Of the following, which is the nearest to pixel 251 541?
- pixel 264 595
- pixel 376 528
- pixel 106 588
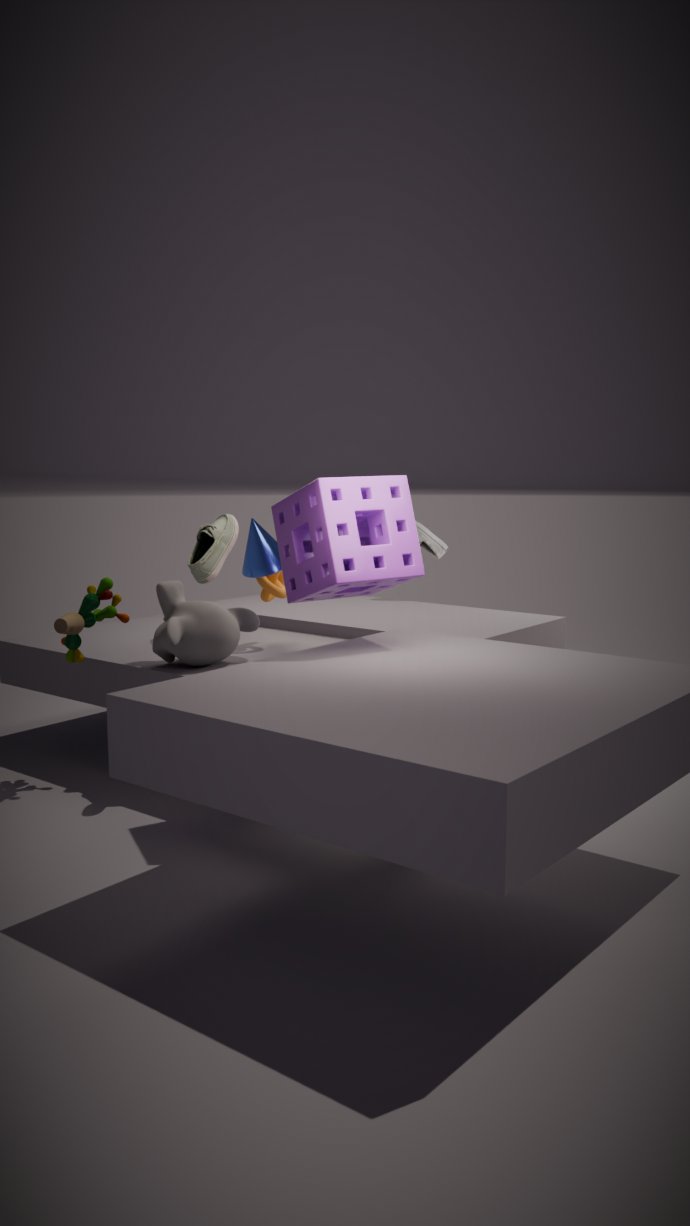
pixel 264 595
